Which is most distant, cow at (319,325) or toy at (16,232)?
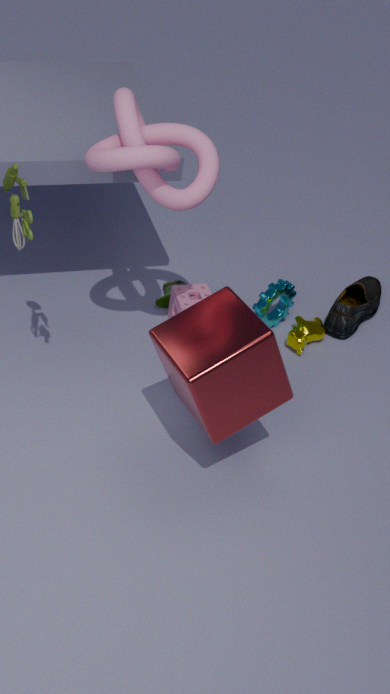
cow at (319,325)
